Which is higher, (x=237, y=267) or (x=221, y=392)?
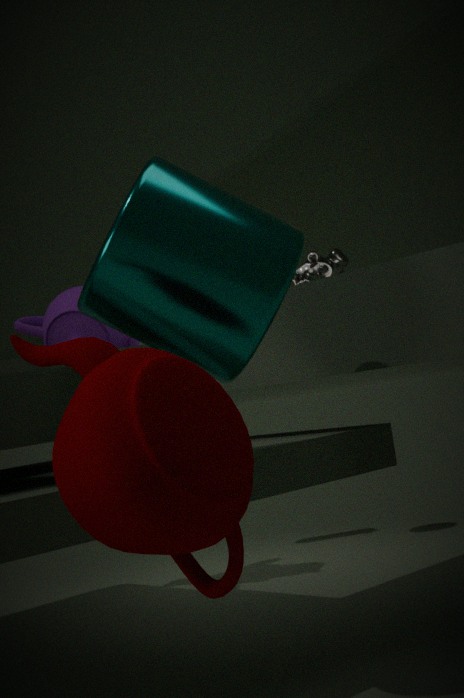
(x=237, y=267)
